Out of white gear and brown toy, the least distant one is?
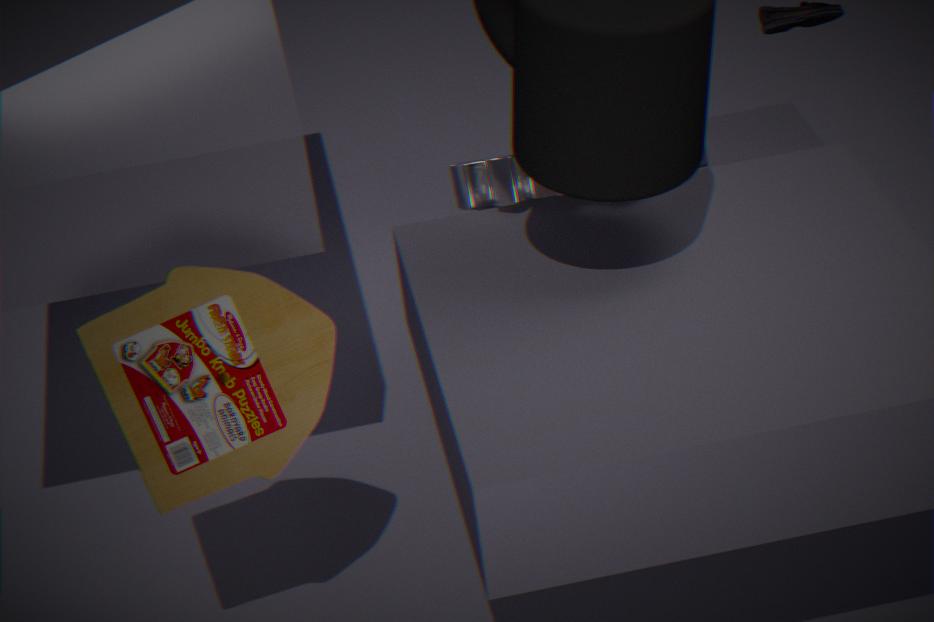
brown toy
